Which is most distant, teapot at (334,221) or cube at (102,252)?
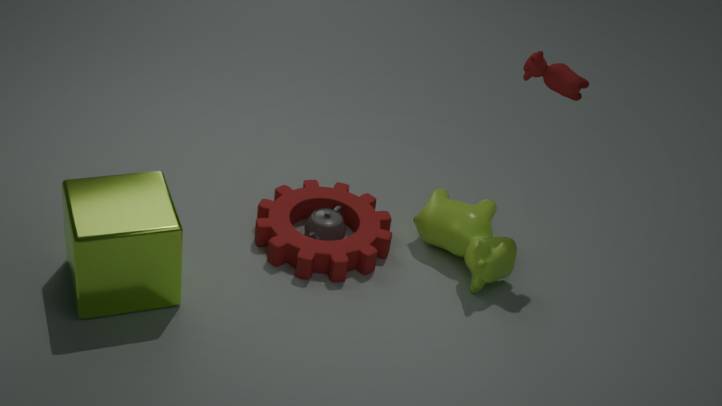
teapot at (334,221)
